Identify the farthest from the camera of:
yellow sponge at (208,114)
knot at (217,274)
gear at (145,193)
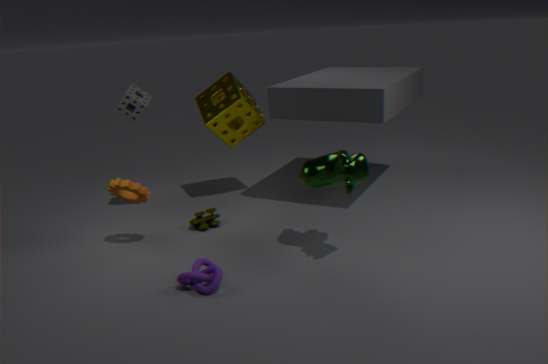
yellow sponge at (208,114)
